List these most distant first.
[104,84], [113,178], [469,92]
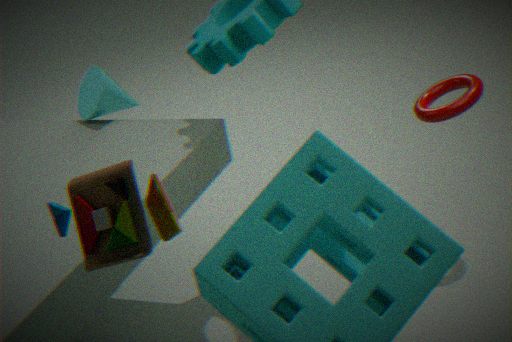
[104,84] → [469,92] → [113,178]
